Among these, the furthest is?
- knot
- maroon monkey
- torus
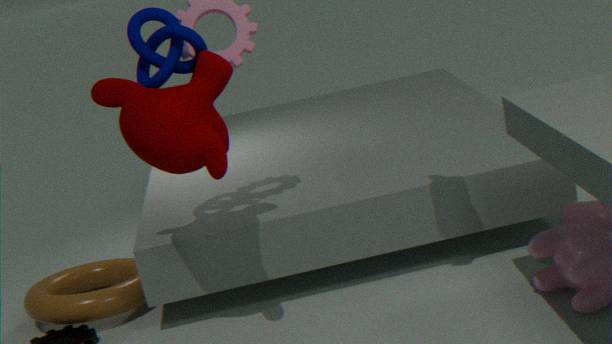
torus
